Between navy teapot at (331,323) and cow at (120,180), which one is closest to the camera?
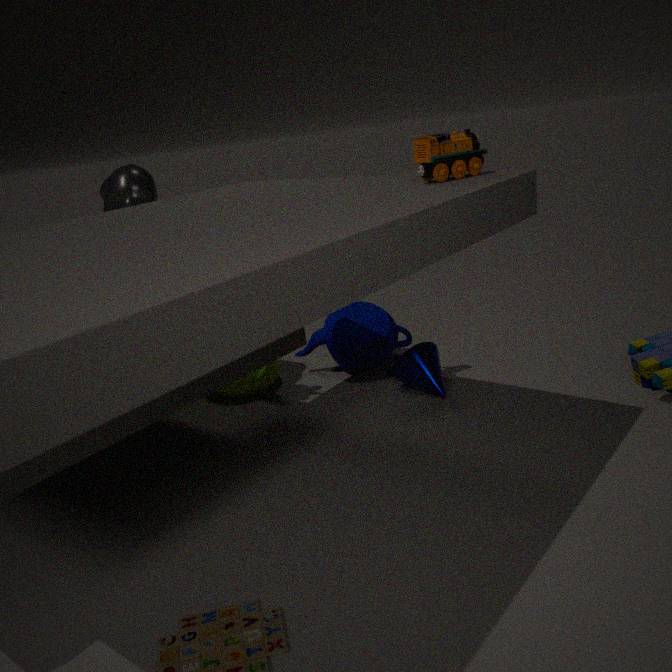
cow at (120,180)
